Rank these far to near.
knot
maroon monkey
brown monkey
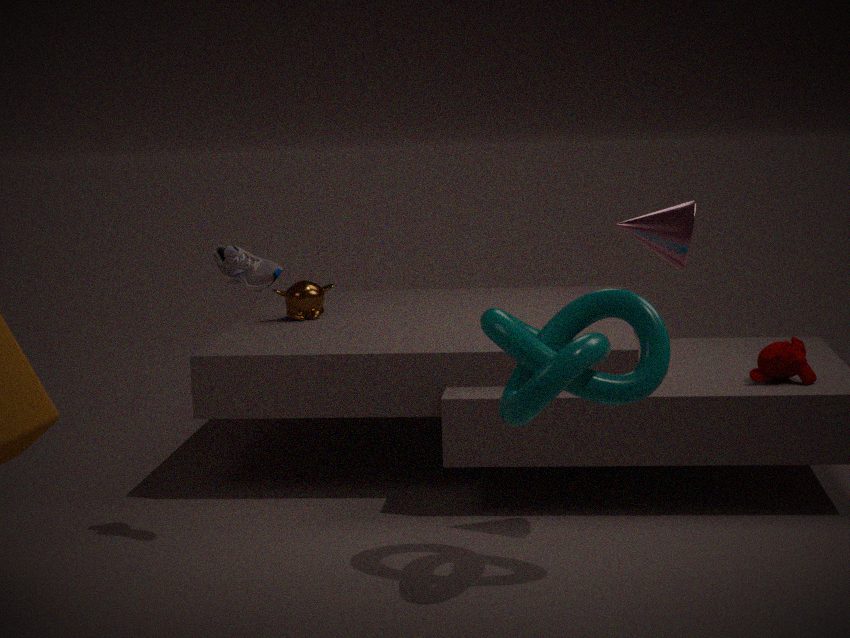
brown monkey
maroon monkey
knot
